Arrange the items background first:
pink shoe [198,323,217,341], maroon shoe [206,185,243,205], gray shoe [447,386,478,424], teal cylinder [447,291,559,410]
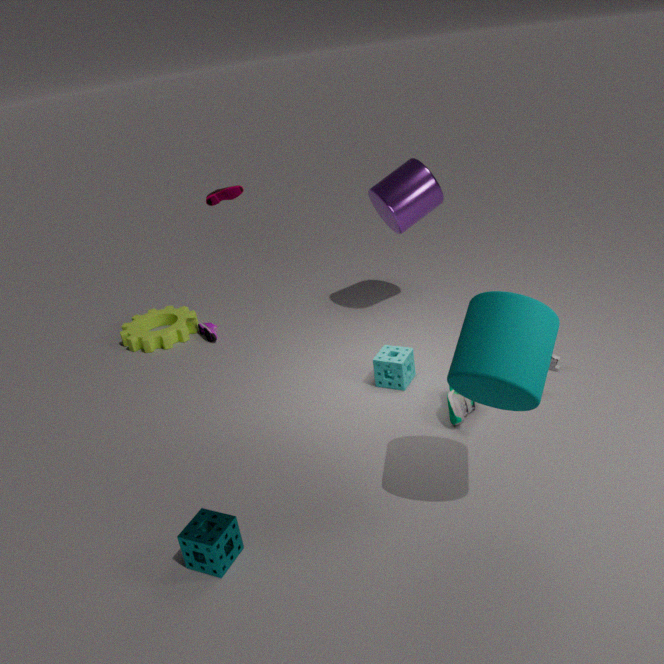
pink shoe [198,323,217,341] → maroon shoe [206,185,243,205] → gray shoe [447,386,478,424] → teal cylinder [447,291,559,410]
